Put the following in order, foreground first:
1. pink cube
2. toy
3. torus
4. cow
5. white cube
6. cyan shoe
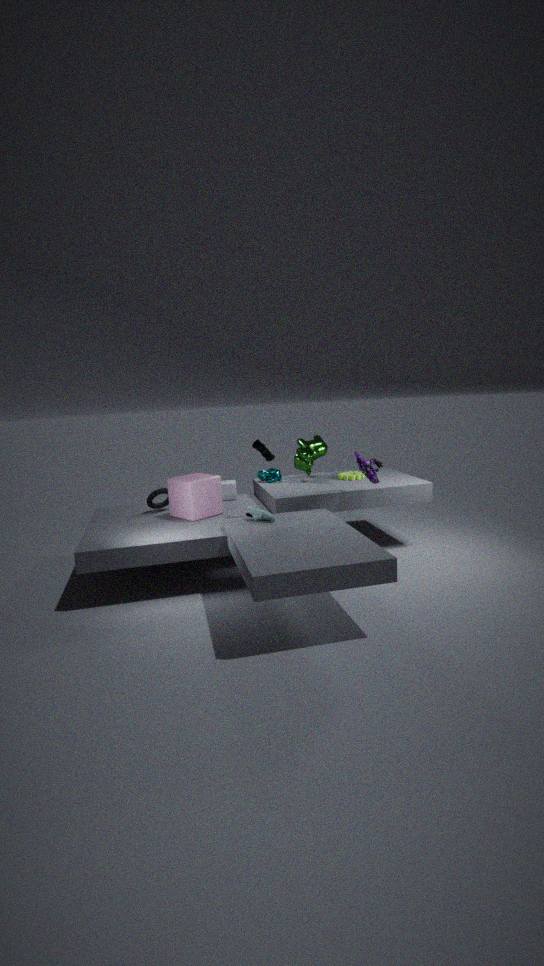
cyan shoe → toy → pink cube → torus → cow → white cube
